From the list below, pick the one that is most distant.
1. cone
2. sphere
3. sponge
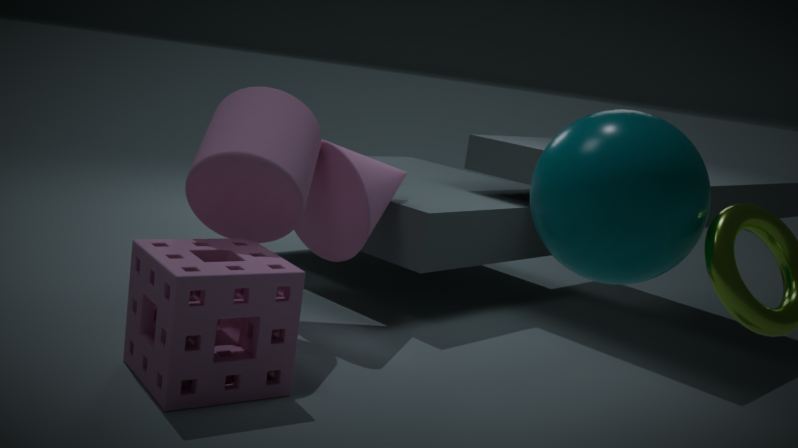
cone
